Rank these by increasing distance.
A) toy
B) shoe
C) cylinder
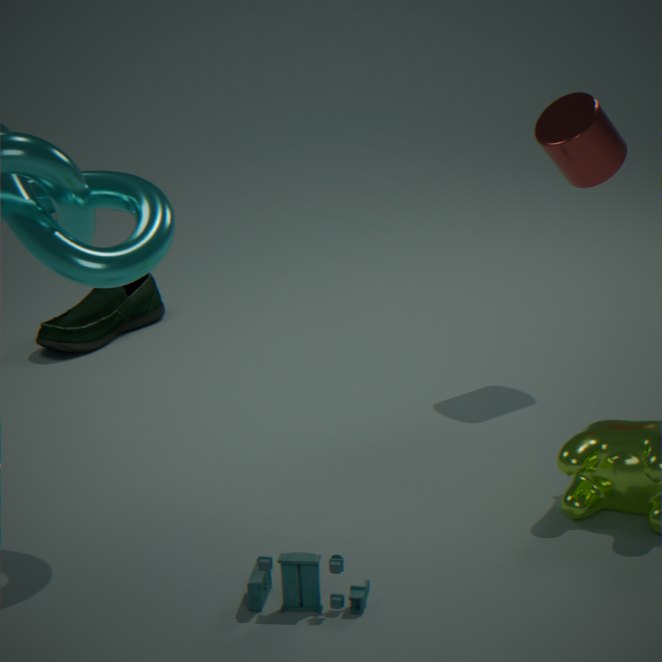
1. toy
2. cylinder
3. shoe
